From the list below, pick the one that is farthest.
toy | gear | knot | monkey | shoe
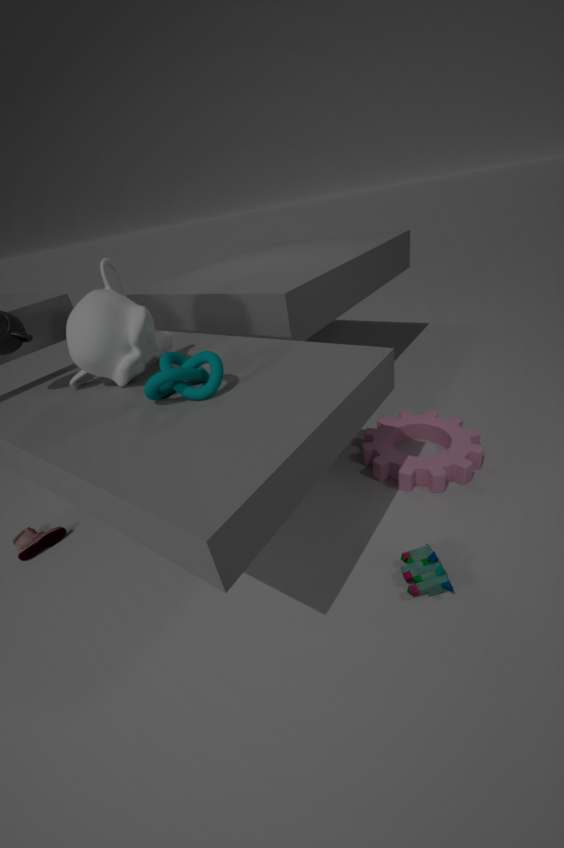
shoe
